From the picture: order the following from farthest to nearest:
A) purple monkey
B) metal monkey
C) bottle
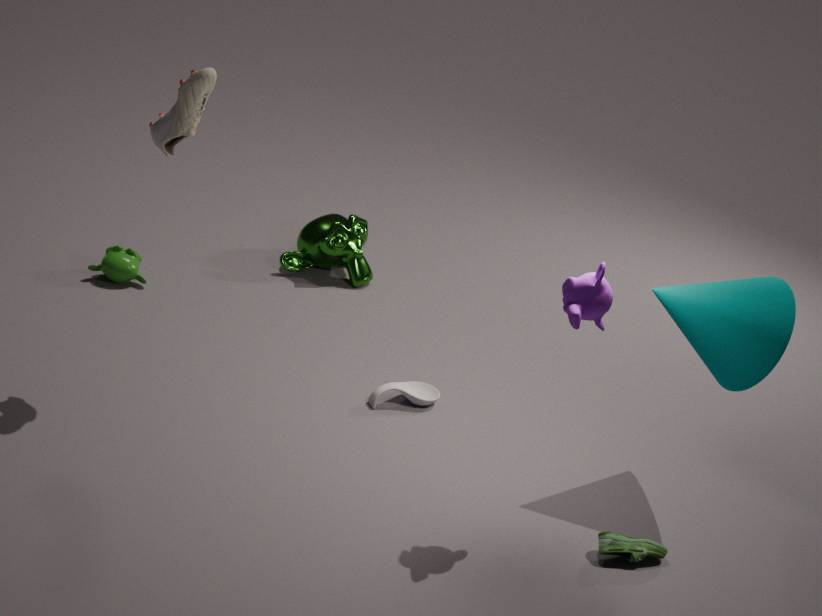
metal monkey
bottle
purple monkey
